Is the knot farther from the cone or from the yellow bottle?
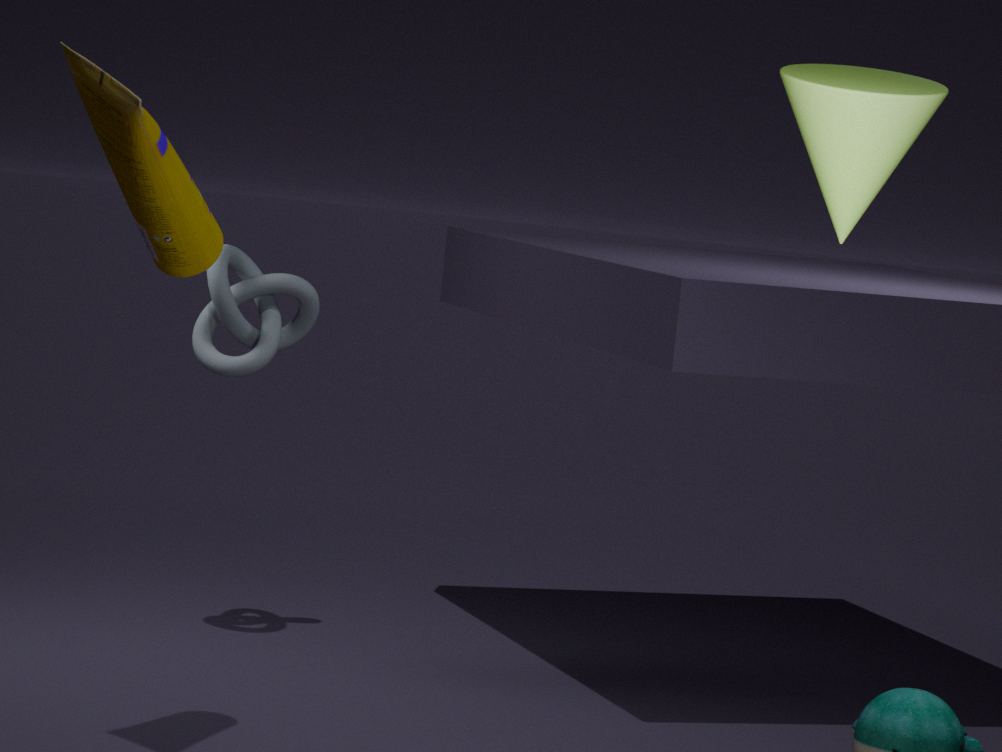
the cone
